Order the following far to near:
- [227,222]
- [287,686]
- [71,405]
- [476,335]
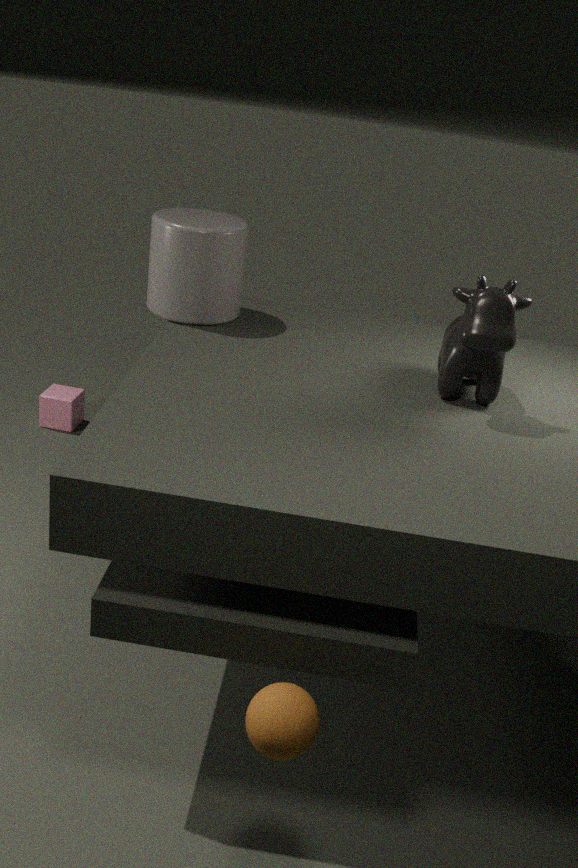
[71,405] → [227,222] → [476,335] → [287,686]
